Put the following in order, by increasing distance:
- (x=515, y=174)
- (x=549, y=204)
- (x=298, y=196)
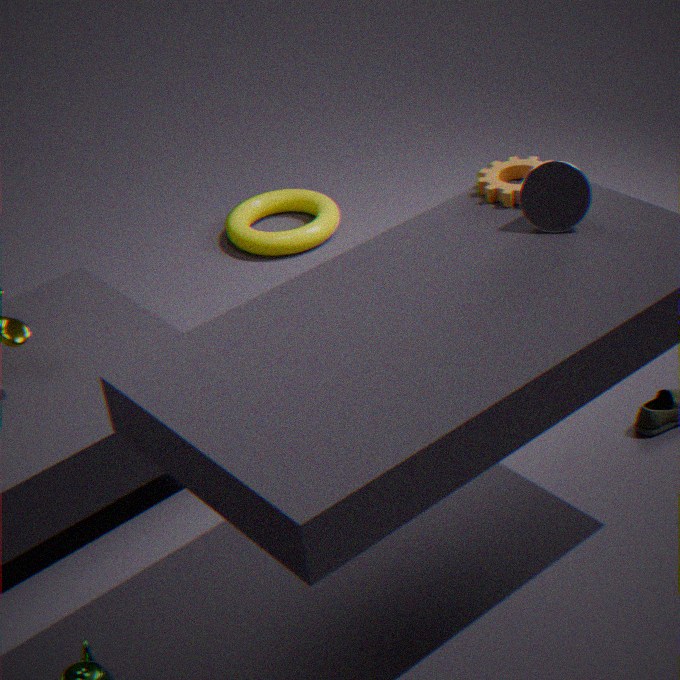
(x=549, y=204)
(x=515, y=174)
(x=298, y=196)
